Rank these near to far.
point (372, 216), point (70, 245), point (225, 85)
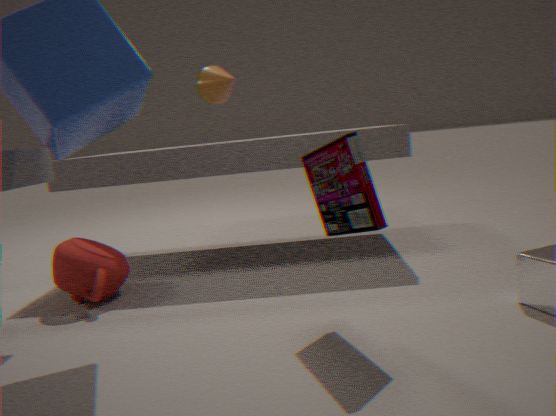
1. point (372, 216)
2. point (70, 245)
3. point (225, 85)
